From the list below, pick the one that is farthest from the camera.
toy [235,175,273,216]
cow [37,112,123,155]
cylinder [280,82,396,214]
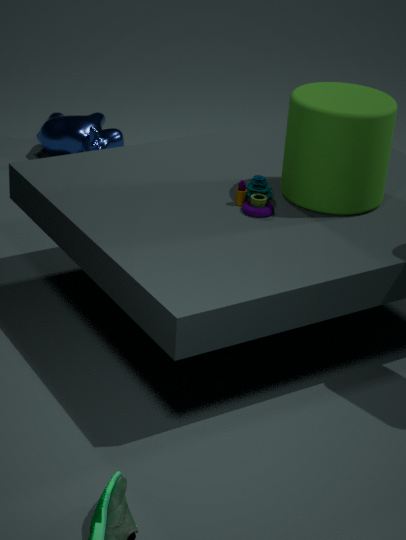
cow [37,112,123,155]
